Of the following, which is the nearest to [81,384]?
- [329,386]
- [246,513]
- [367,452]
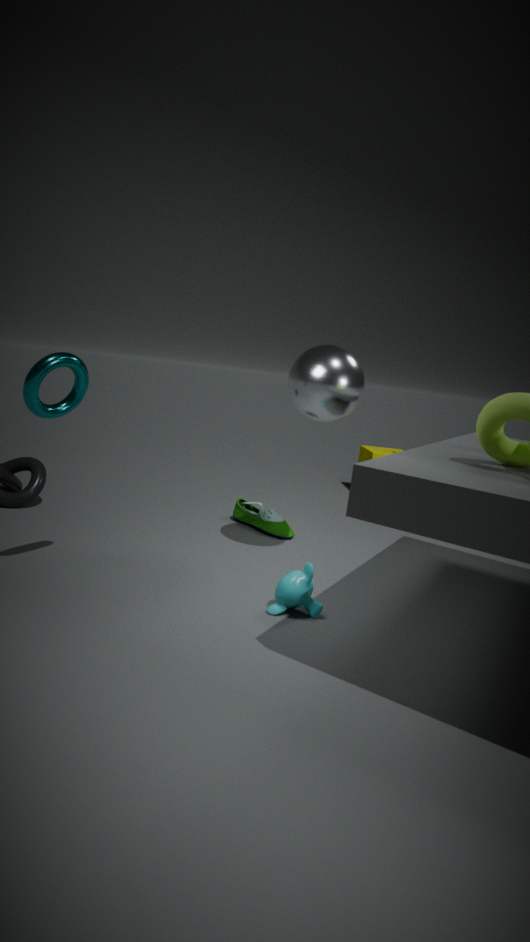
[329,386]
